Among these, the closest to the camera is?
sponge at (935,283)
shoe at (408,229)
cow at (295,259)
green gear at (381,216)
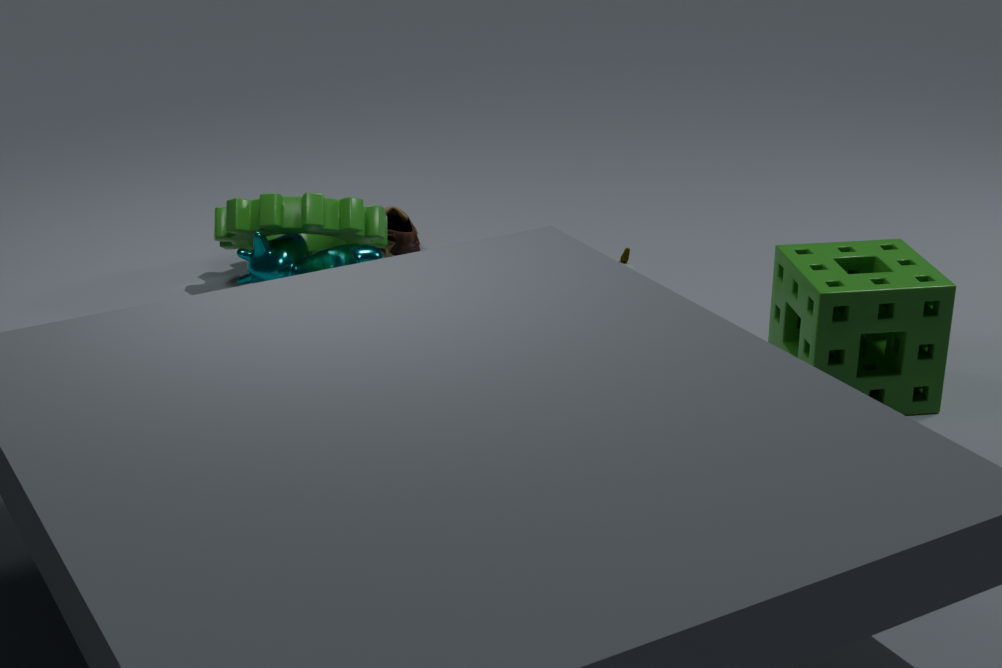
sponge at (935,283)
